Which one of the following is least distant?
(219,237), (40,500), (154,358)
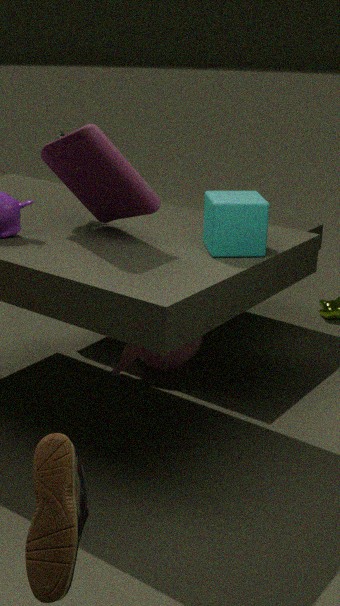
(40,500)
